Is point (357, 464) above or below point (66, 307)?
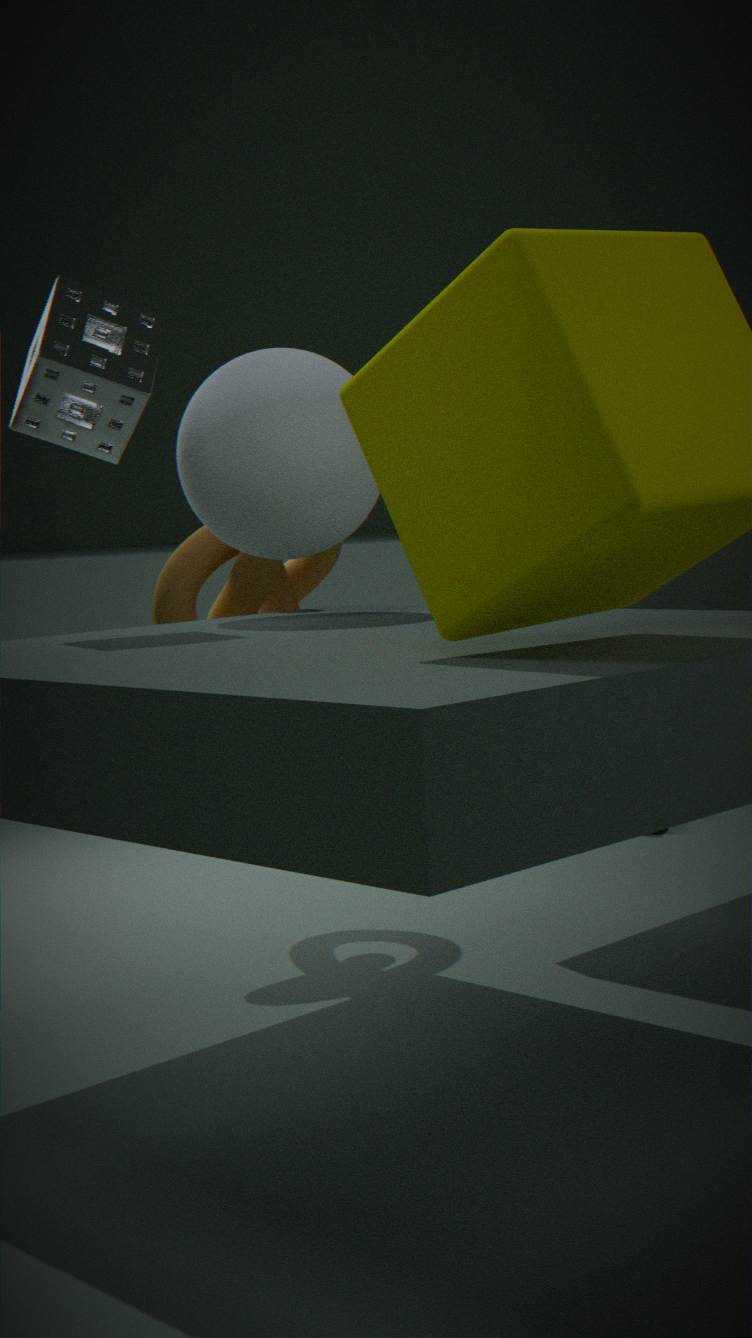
below
